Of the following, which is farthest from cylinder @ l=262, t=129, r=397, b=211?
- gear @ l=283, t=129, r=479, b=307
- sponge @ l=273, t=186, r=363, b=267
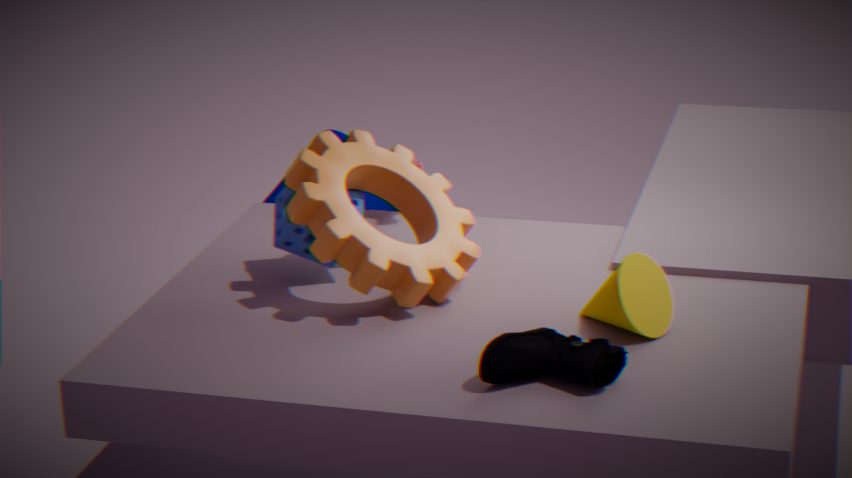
gear @ l=283, t=129, r=479, b=307
